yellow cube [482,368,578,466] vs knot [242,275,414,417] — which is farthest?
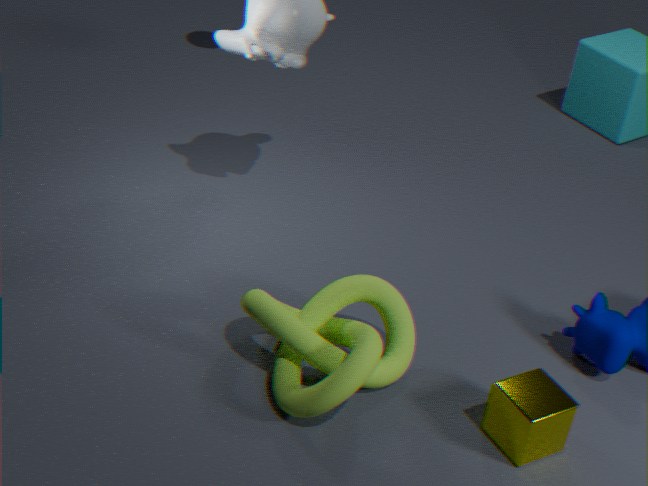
yellow cube [482,368,578,466]
